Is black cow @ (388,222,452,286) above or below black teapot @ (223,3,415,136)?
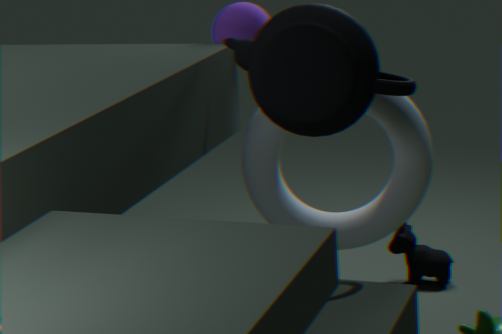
below
